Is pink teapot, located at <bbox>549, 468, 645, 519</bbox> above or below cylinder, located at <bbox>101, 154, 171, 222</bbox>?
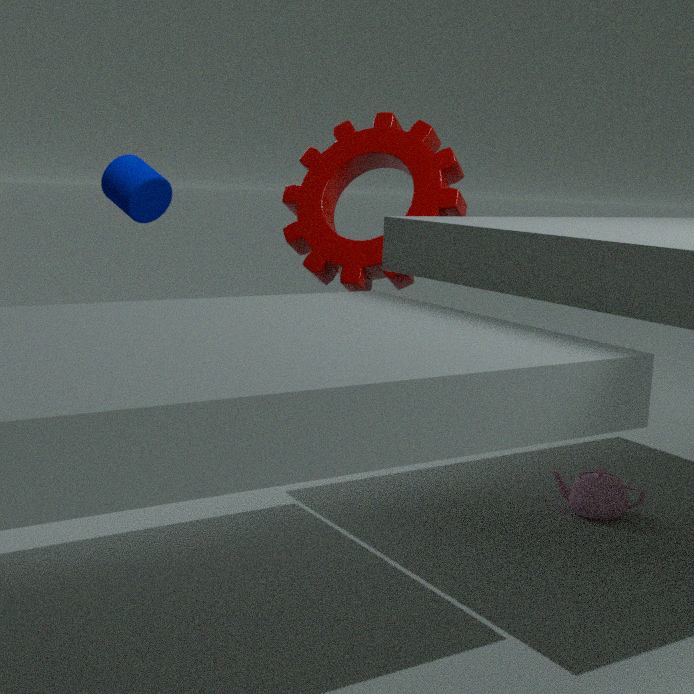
below
